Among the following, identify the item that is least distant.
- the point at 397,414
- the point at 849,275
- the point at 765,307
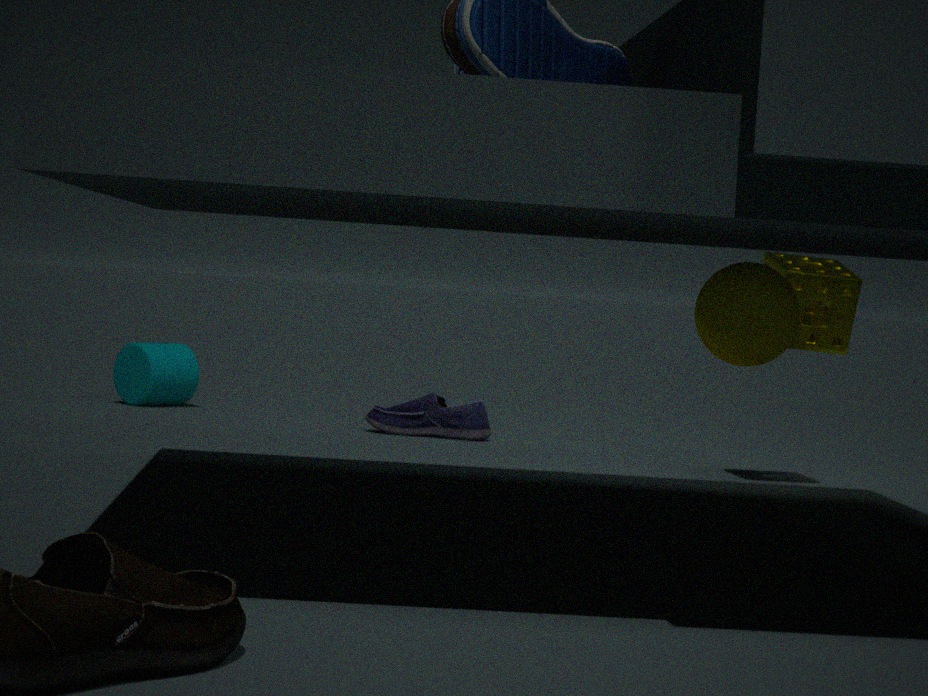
the point at 765,307
